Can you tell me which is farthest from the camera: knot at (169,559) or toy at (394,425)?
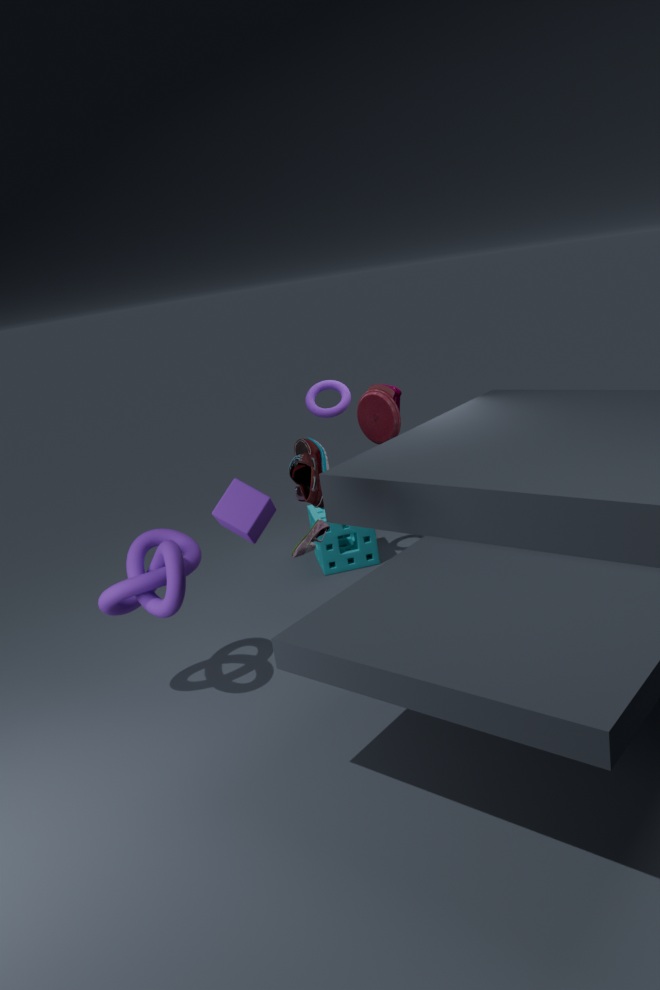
toy at (394,425)
